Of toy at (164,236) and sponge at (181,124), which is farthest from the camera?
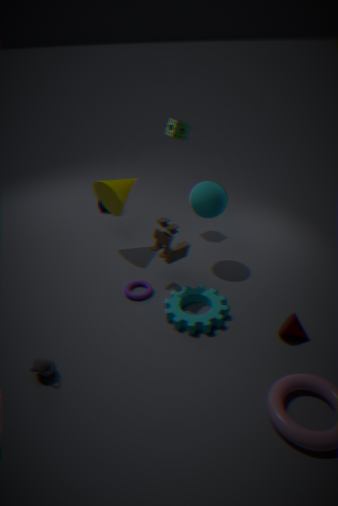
sponge at (181,124)
